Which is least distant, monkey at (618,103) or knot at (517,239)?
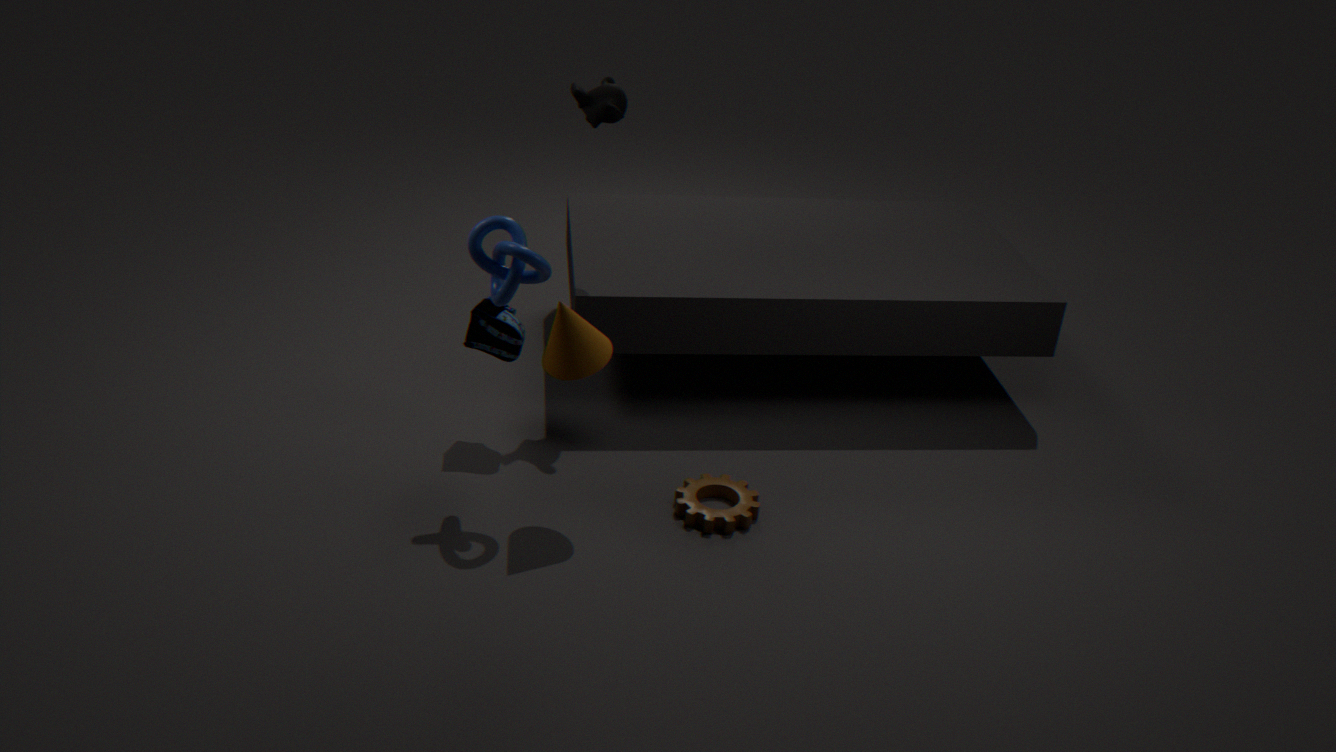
knot at (517,239)
